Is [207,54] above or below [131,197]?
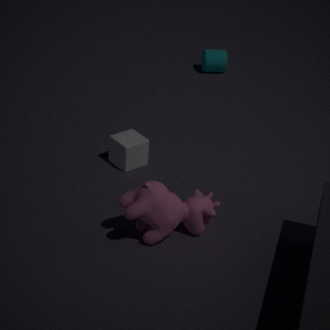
below
